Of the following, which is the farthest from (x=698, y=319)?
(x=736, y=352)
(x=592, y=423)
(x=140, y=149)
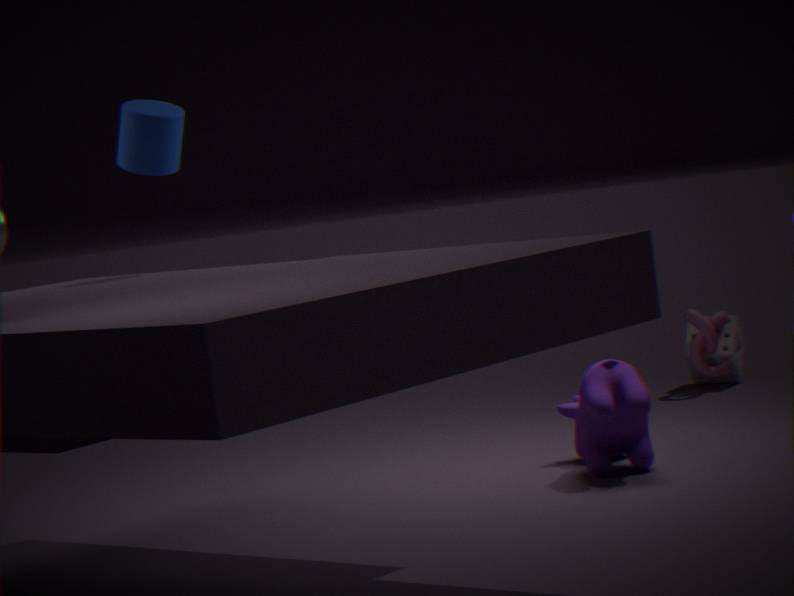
(x=140, y=149)
